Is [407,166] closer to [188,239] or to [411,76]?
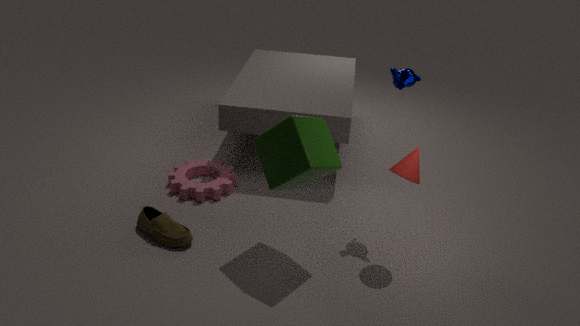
[411,76]
